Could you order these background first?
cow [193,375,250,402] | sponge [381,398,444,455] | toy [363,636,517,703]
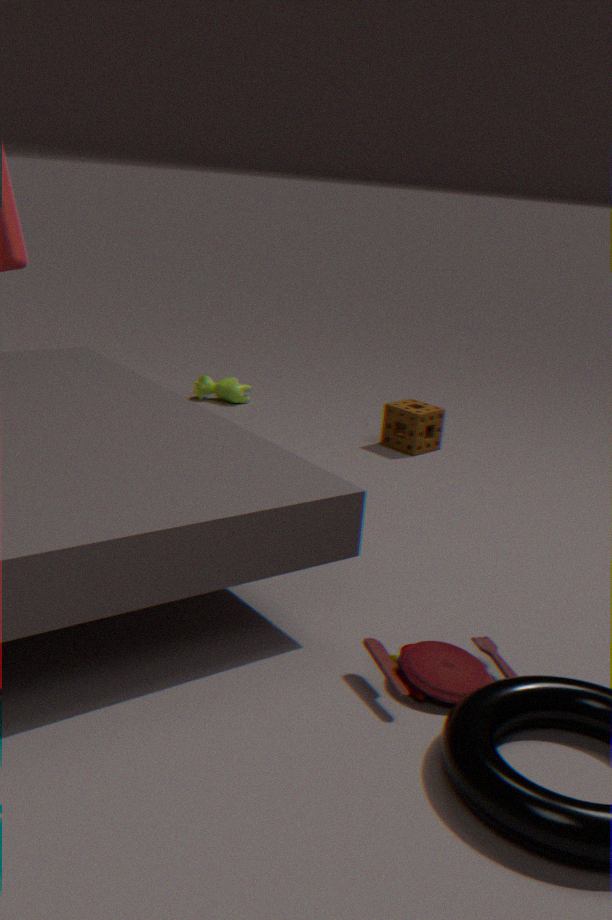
cow [193,375,250,402] < sponge [381,398,444,455] < toy [363,636,517,703]
